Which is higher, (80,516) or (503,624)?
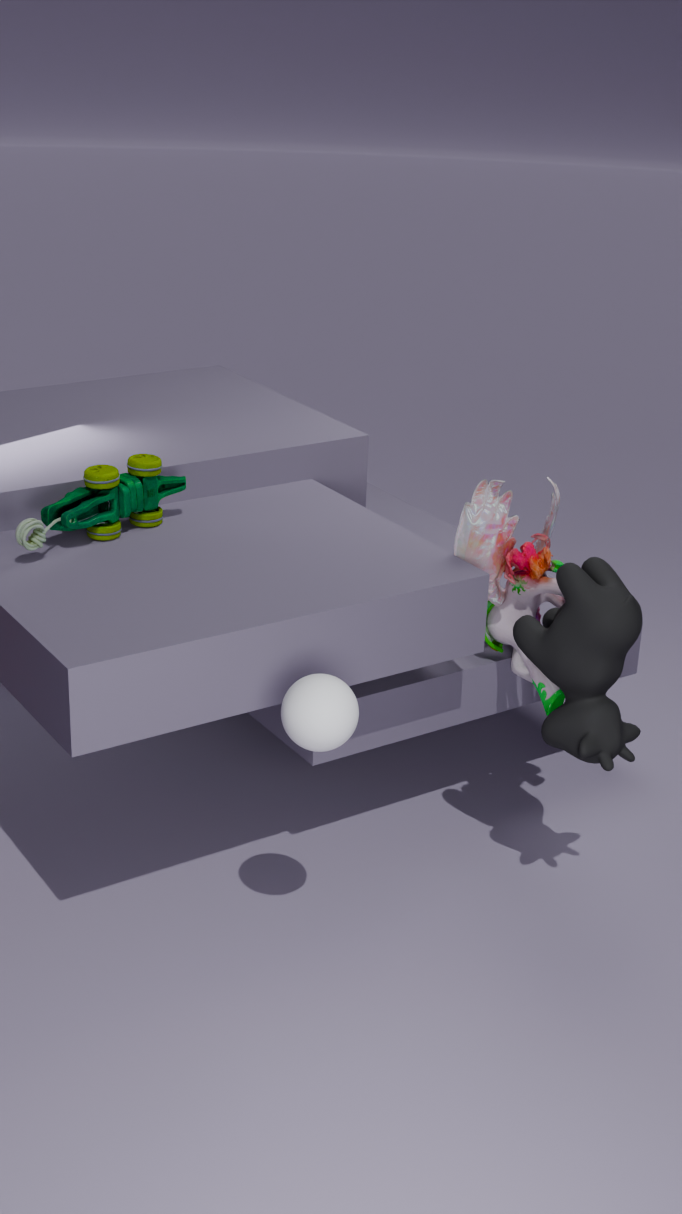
(80,516)
